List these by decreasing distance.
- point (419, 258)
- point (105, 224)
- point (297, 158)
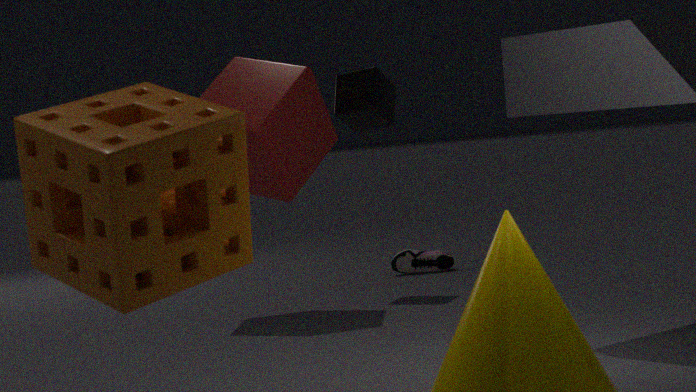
point (419, 258) → point (297, 158) → point (105, 224)
